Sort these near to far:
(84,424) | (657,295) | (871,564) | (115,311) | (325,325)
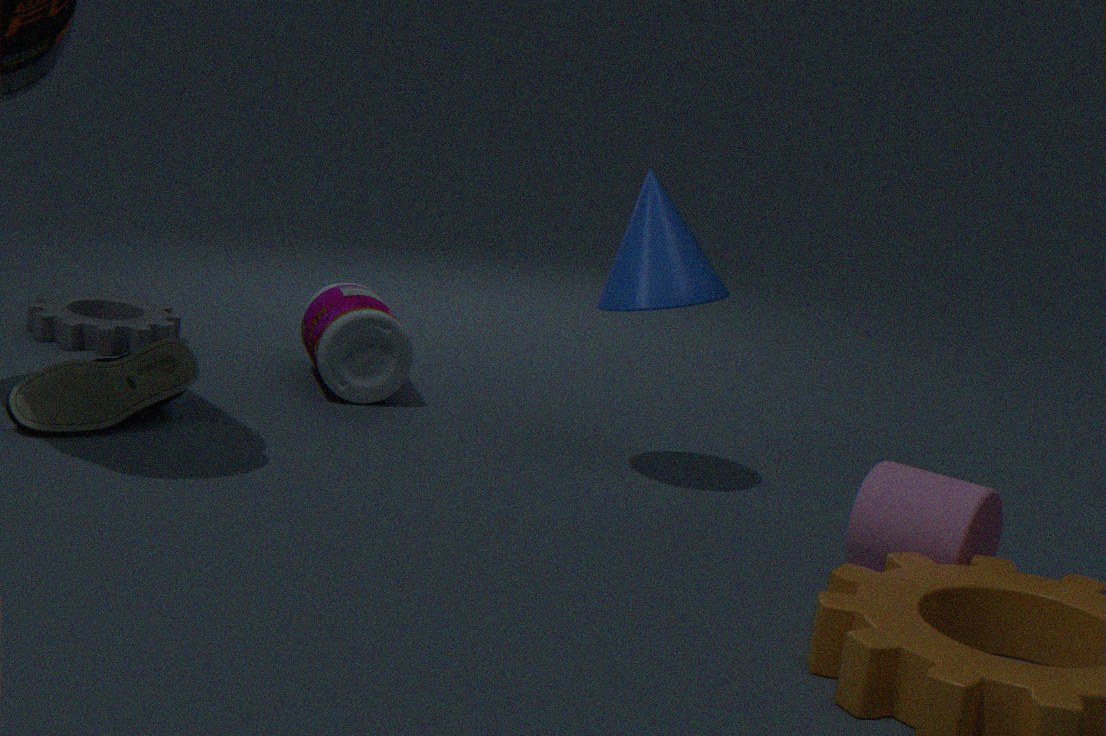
(871,564)
(84,424)
(657,295)
(325,325)
(115,311)
